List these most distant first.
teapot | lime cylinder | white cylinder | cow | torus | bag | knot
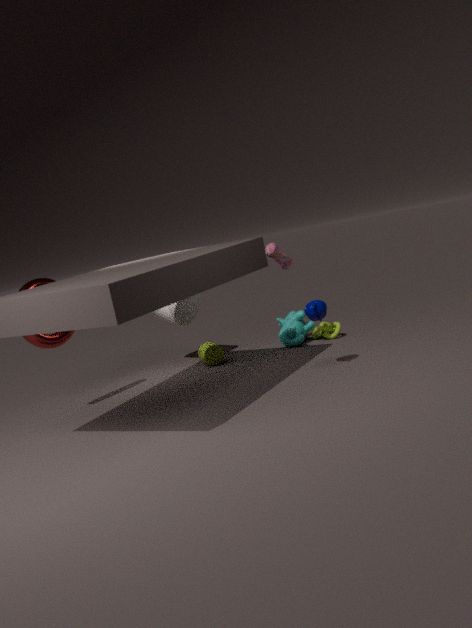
white cylinder, knot, cow, lime cylinder, bag, torus, teapot
